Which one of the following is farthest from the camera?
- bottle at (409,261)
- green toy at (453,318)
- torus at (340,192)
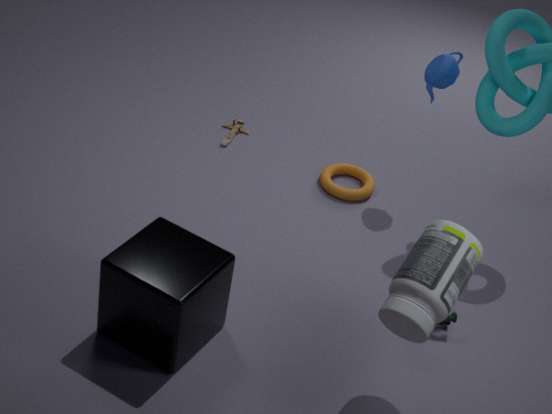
Answer: torus at (340,192)
